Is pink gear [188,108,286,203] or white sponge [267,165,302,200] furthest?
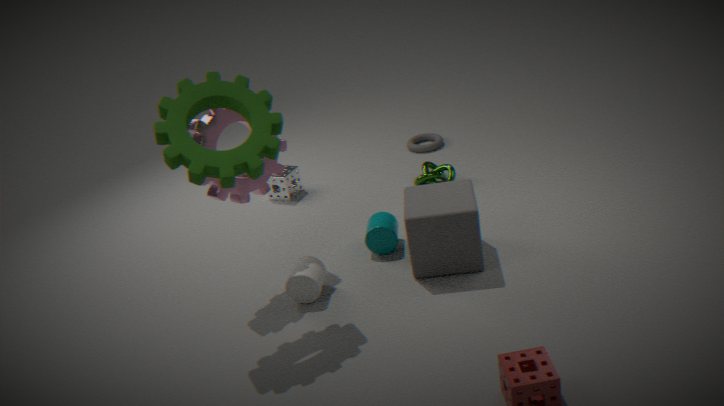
white sponge [267,165,302,200]
